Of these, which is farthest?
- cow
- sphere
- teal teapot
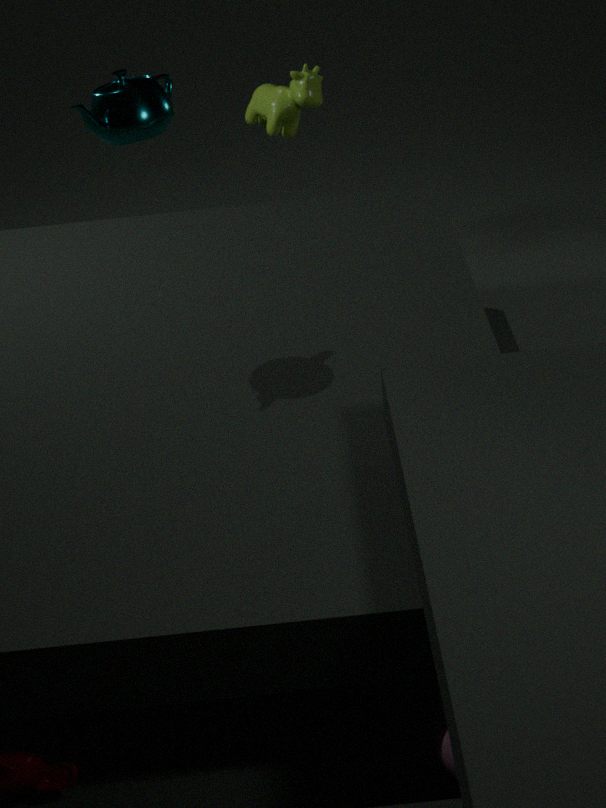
cow
